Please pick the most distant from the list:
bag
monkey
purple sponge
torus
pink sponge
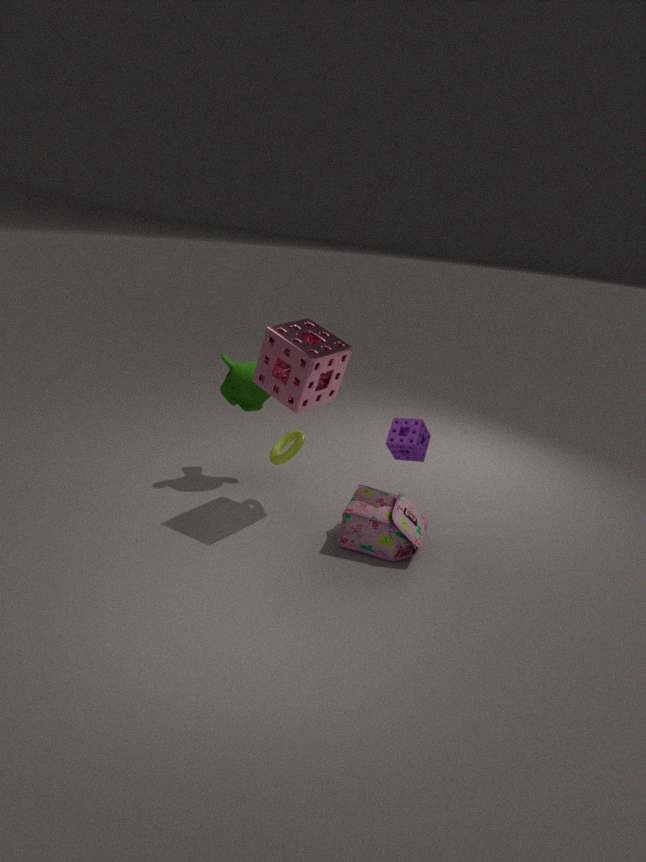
monkey
